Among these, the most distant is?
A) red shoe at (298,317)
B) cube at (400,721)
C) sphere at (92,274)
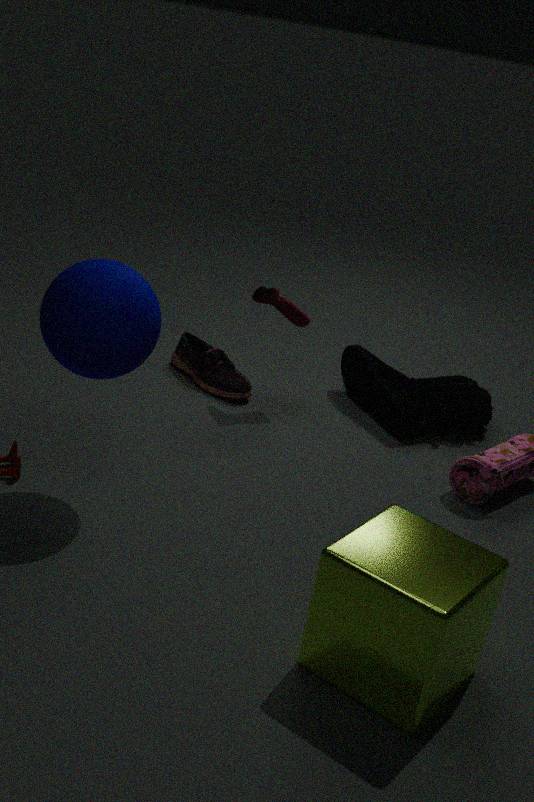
red shoe at (298,317)
